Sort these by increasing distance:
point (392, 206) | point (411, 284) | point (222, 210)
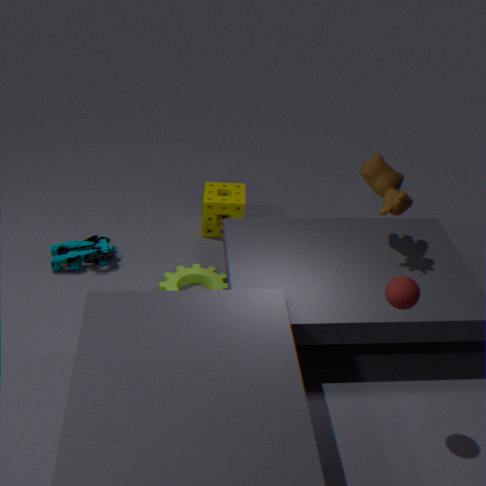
point (411, 284) < point (392, 206) < point (222, 210)
